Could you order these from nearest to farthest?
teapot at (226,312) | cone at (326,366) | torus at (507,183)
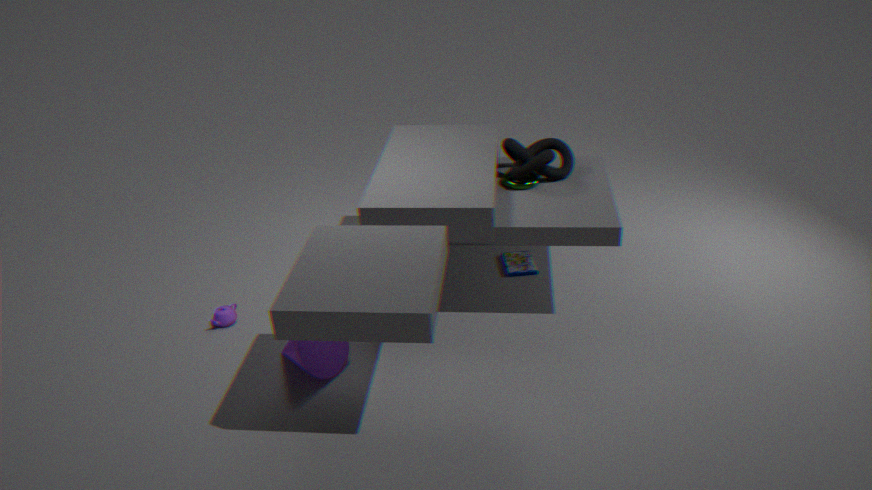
cone at (326,366)
torus at (507,183)
teapot at (226,312)
